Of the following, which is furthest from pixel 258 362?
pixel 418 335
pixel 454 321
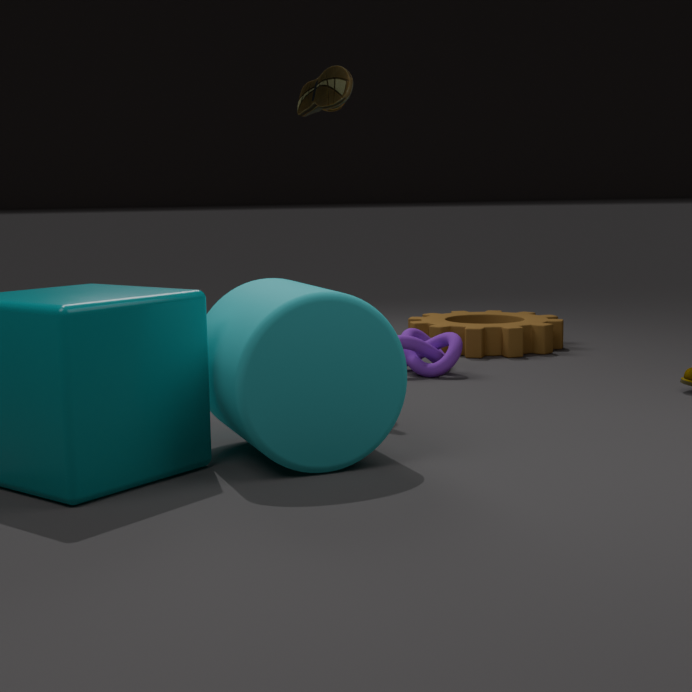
pixel 454 321
